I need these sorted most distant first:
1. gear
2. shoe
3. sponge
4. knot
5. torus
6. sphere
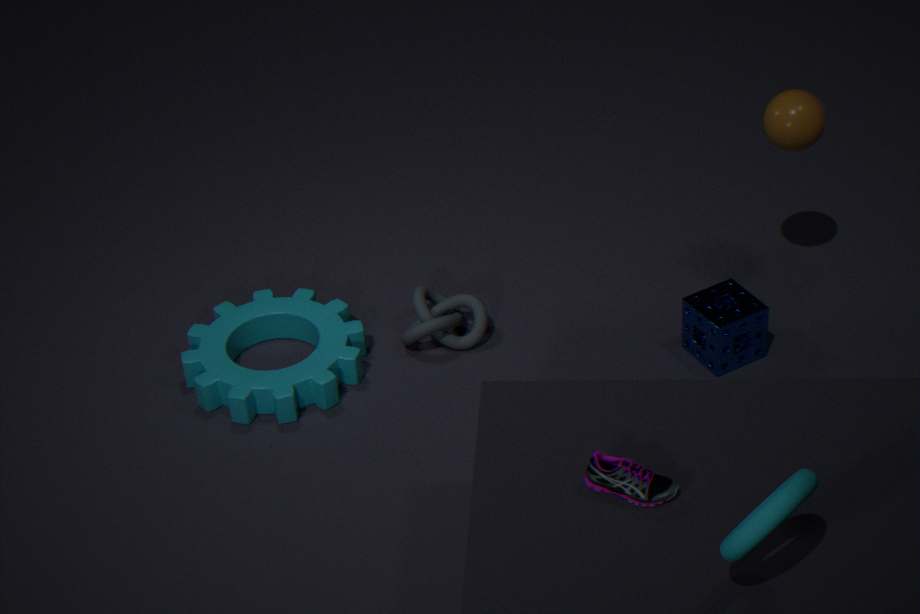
knot, gear, sponge, sphere, shoe, torus
